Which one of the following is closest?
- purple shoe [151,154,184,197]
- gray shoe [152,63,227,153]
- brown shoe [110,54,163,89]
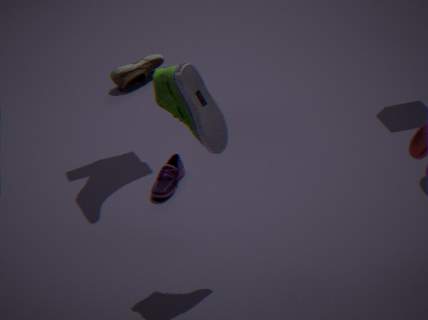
gray shoe [152,63,227,153]
